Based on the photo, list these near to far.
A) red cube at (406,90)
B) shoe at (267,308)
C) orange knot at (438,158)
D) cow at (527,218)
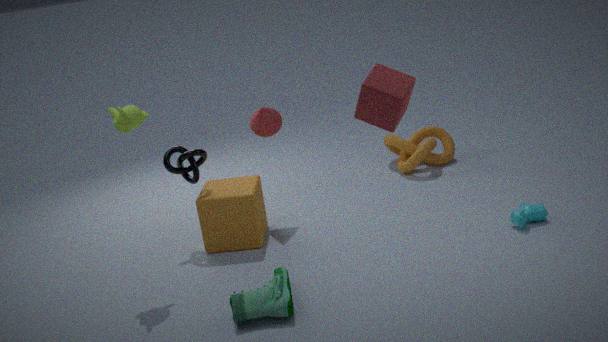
red cube at (406,90) < shoe at (267,308) < cow at (527,218) < orange knot at (438,158)
